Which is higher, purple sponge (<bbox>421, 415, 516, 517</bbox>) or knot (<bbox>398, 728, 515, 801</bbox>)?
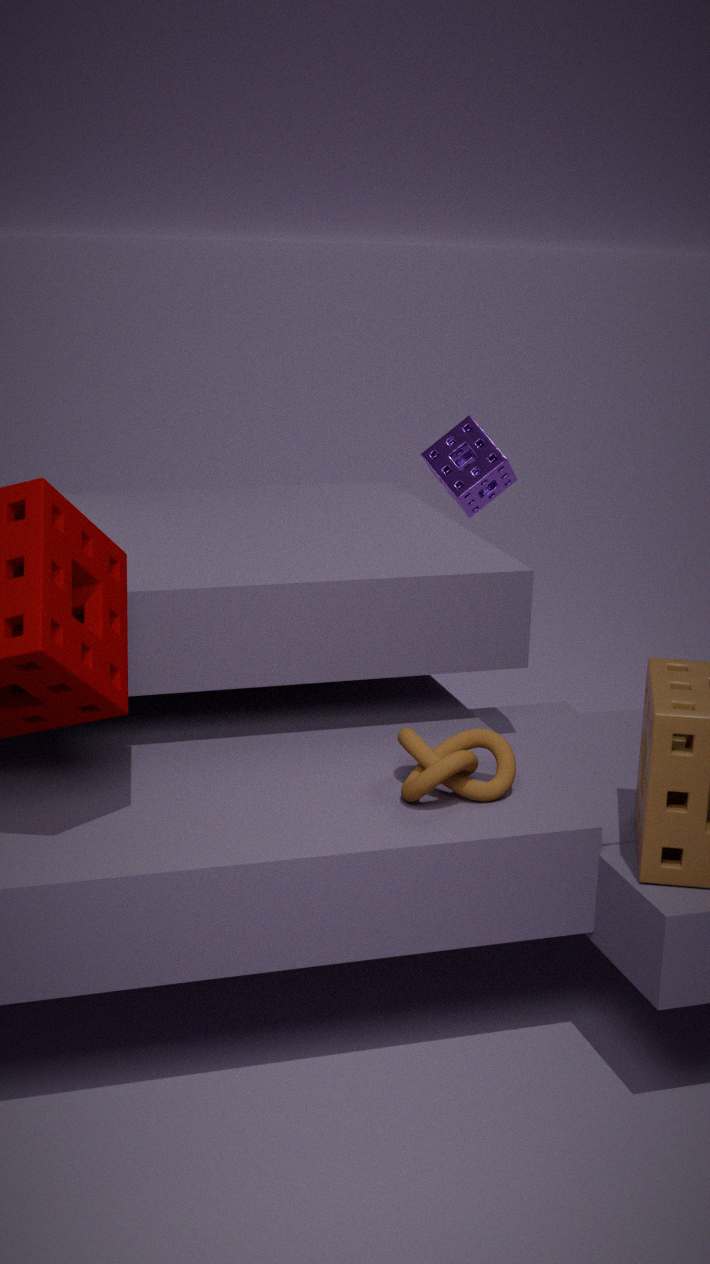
purple sponge (<bbox>421, 415, 516, 517</bbox>)
